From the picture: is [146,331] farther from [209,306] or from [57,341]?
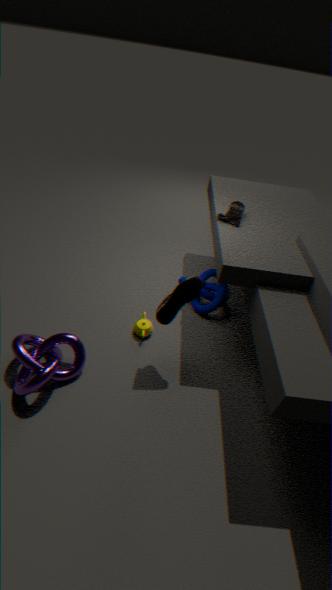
[57,341]
